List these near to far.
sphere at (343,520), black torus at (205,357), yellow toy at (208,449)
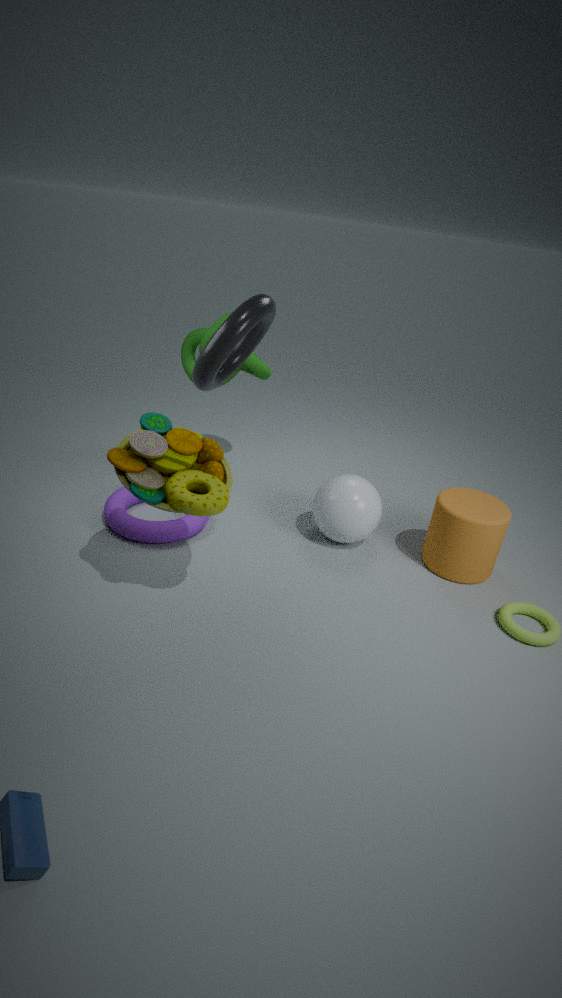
yellow toy at (208,449), black torus at (205,357), sphere at (343,520)
